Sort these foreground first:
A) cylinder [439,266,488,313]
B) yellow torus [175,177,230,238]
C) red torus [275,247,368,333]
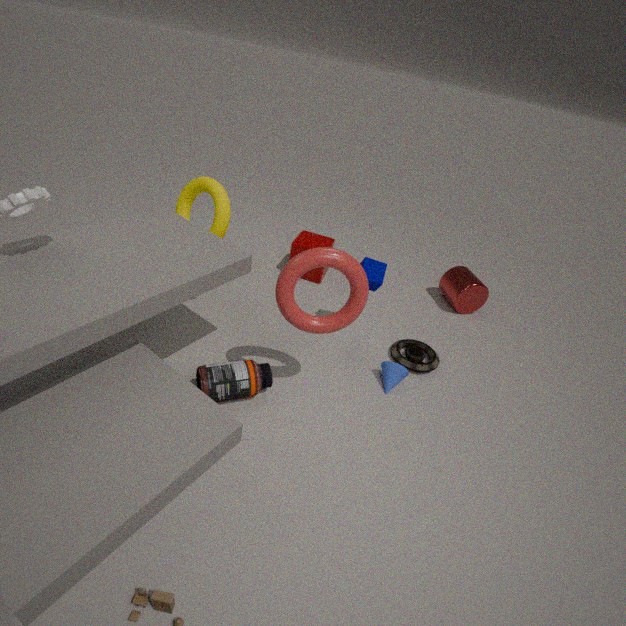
red torus [275,247,368,333], yellow torus [175,177,230,238], cylinder [439,266,488,313]
